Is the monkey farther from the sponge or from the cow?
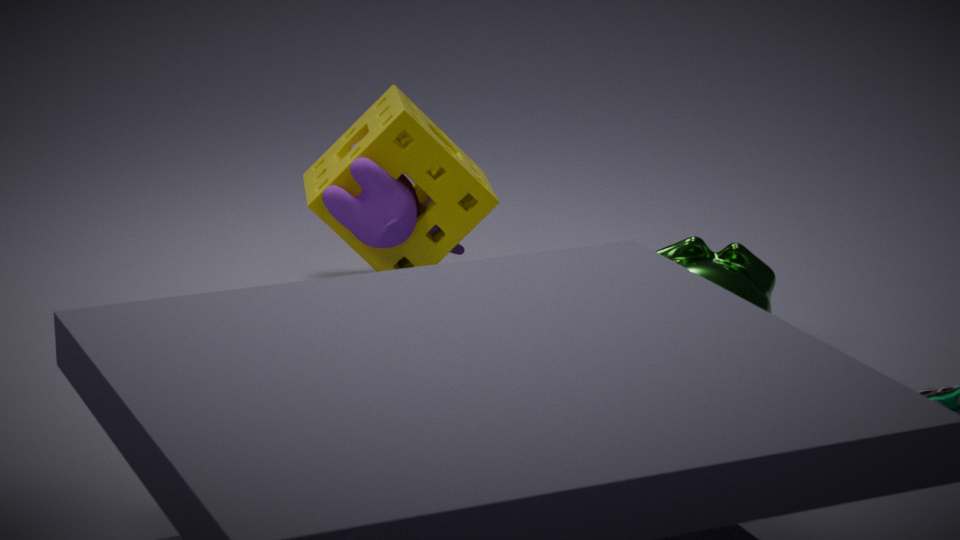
the cow
